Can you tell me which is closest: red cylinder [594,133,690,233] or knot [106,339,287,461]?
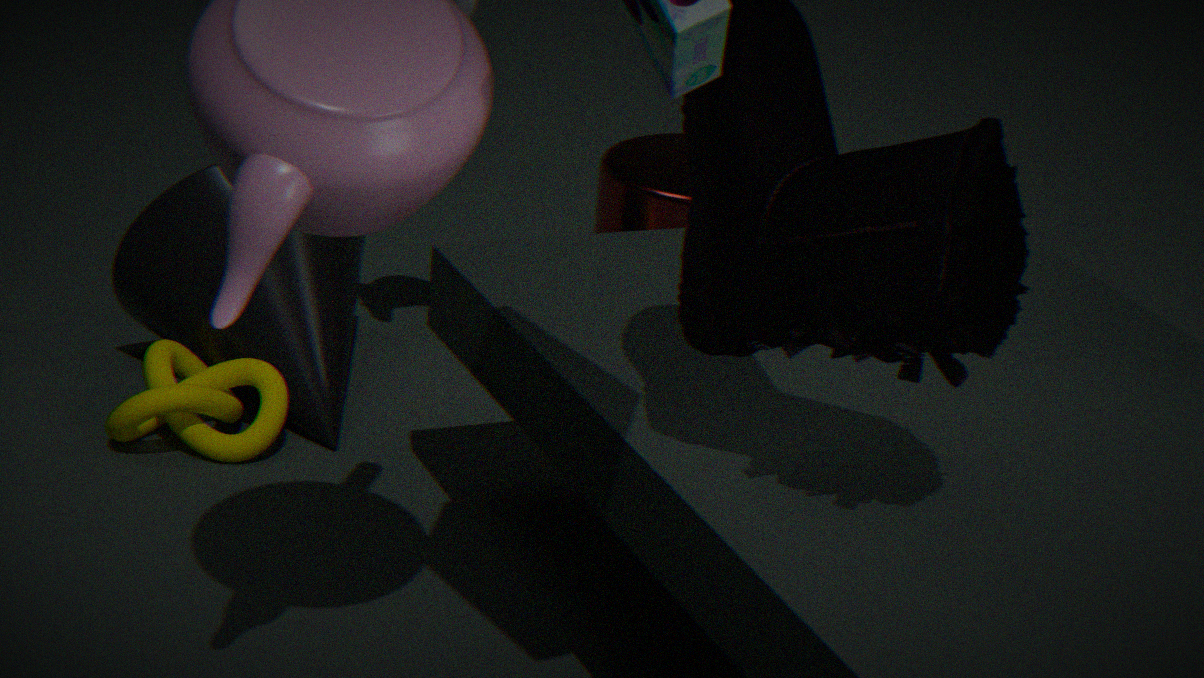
knot [106,339,287,461]
